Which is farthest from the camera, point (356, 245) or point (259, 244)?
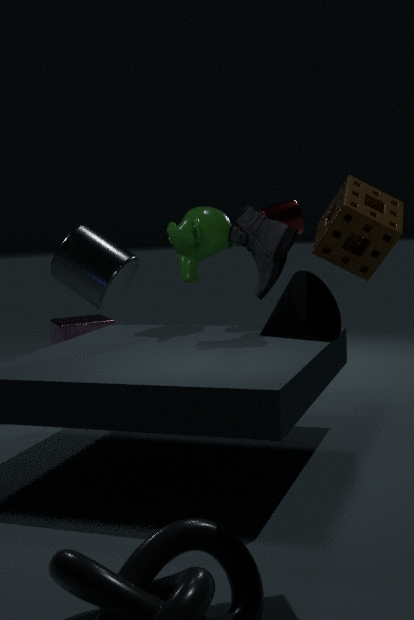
point (259, 244)
